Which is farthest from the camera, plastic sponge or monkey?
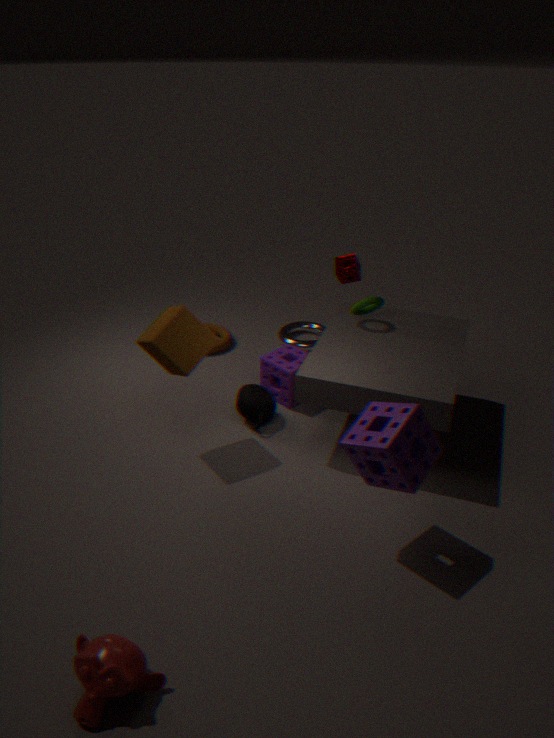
plastic sponge
